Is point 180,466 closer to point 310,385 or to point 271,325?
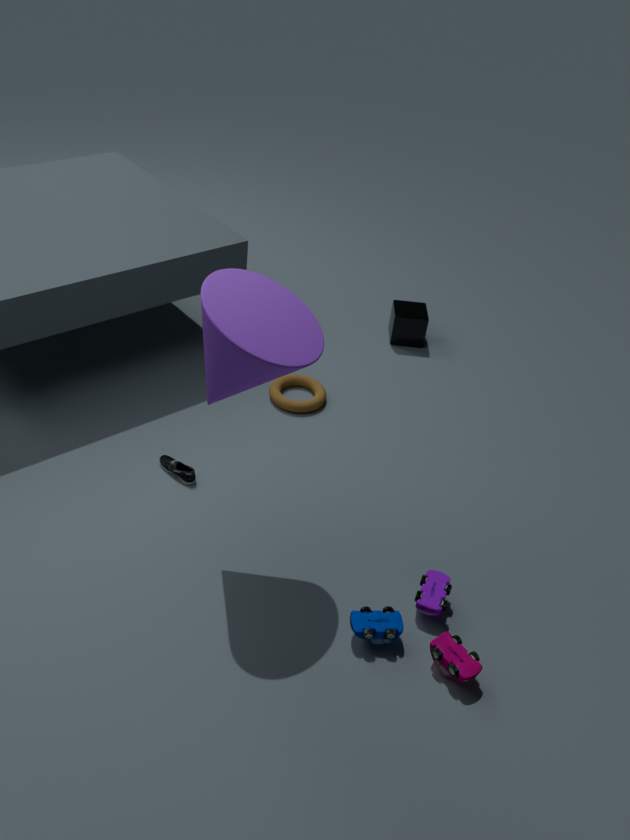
point 310,385
